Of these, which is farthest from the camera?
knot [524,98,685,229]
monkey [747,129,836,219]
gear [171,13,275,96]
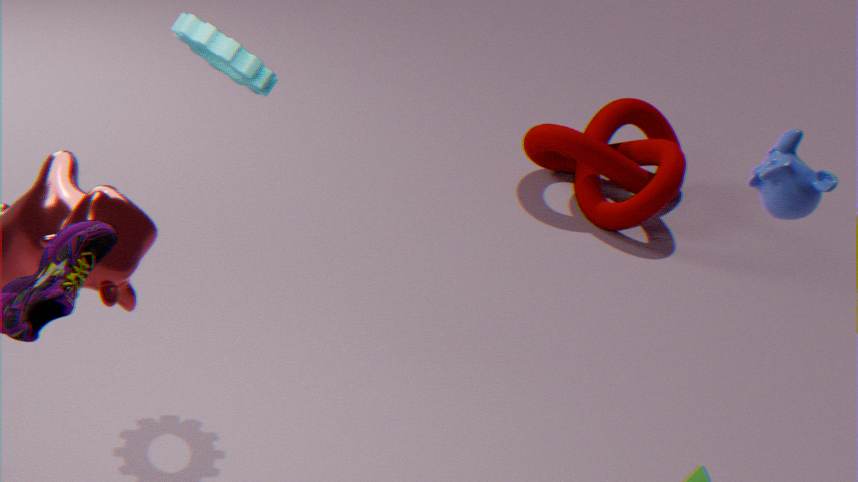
knot [524,98,685,229]
